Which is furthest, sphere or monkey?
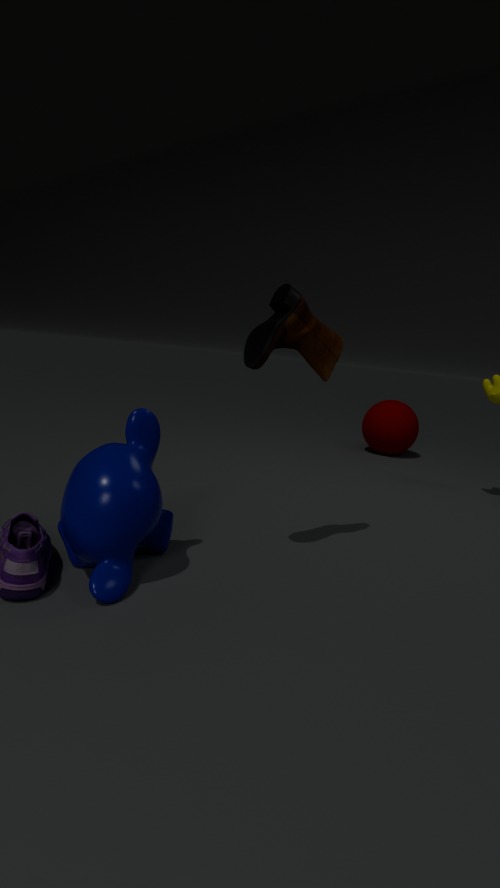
sphere
